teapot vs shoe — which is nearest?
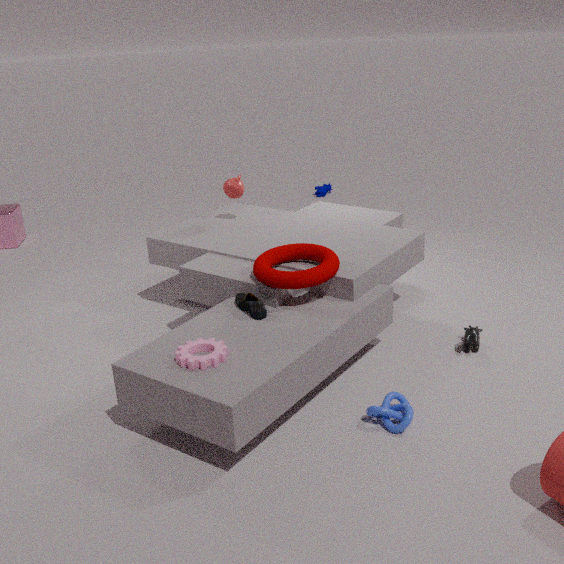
shoe
